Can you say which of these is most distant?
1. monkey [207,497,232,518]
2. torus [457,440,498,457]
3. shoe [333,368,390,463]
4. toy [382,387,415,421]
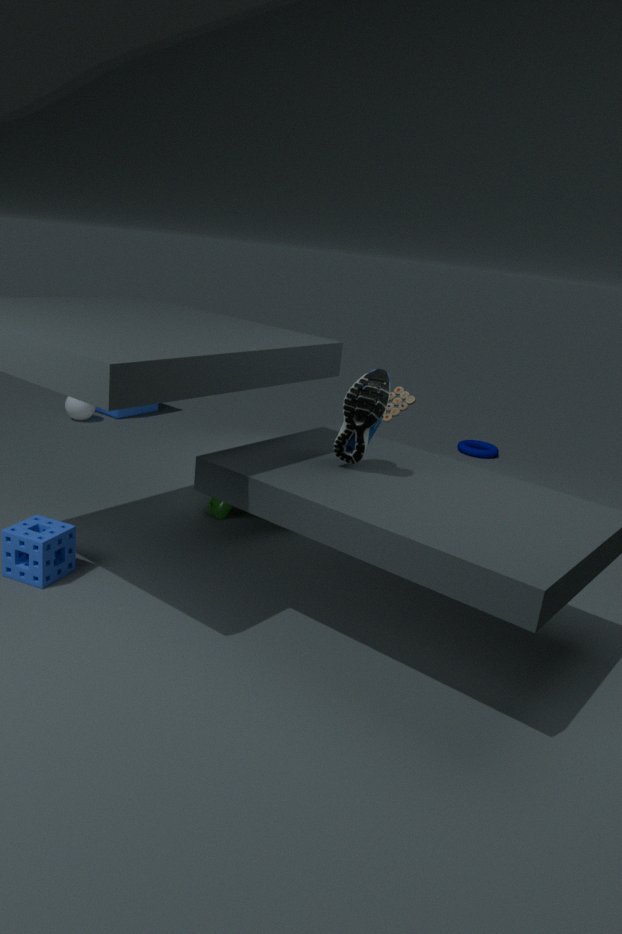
torus [457,440,498,457]
